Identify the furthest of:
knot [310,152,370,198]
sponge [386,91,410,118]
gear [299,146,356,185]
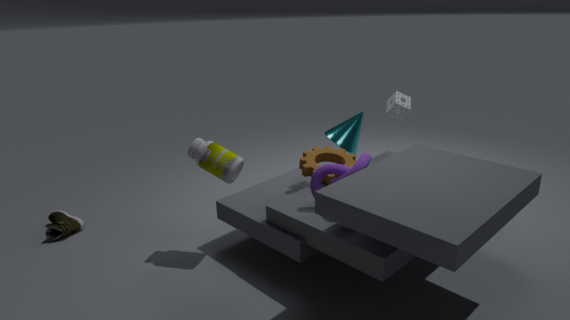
sponge [386,91,410,118]
